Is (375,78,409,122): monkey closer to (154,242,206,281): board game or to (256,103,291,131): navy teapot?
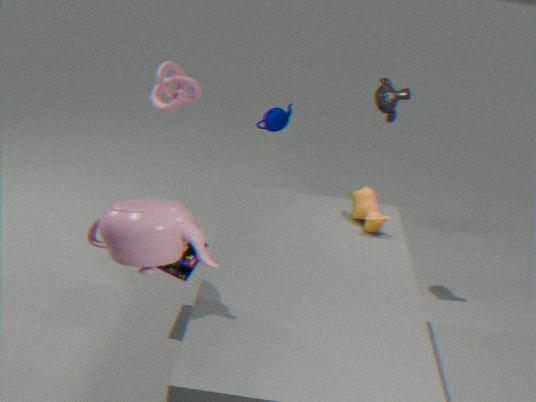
(256,103,291,131): navy teapot
